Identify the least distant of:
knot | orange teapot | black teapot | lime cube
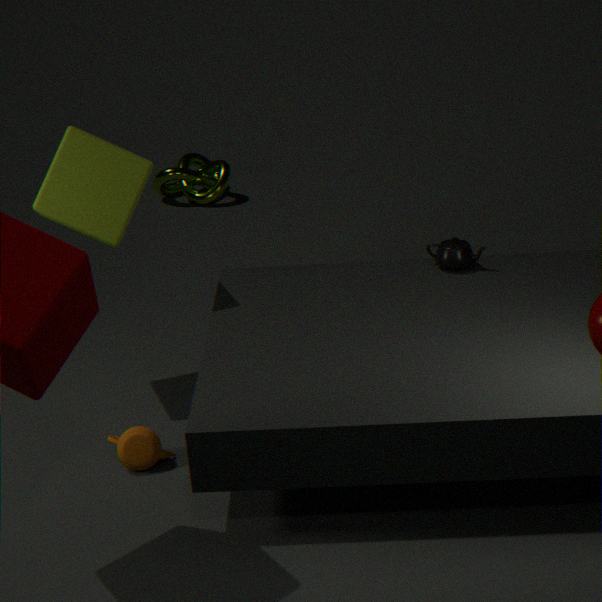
orange teapot
